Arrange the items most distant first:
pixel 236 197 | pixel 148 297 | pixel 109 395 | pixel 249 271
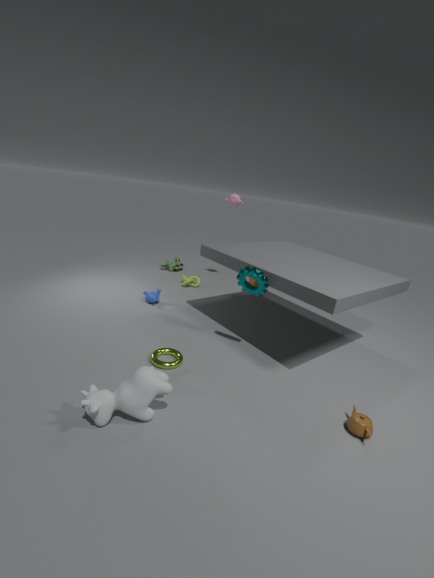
pixel 236 197 < pixel 148 297 < pixel 249 271 < pixel 109 395
